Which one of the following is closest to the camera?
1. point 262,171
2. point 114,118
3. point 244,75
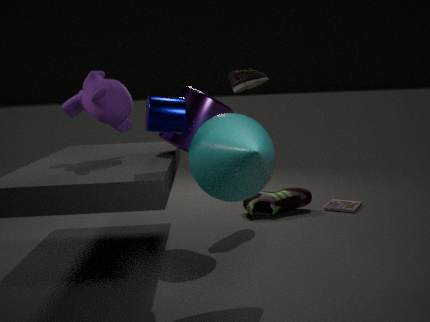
A: point 262,171
